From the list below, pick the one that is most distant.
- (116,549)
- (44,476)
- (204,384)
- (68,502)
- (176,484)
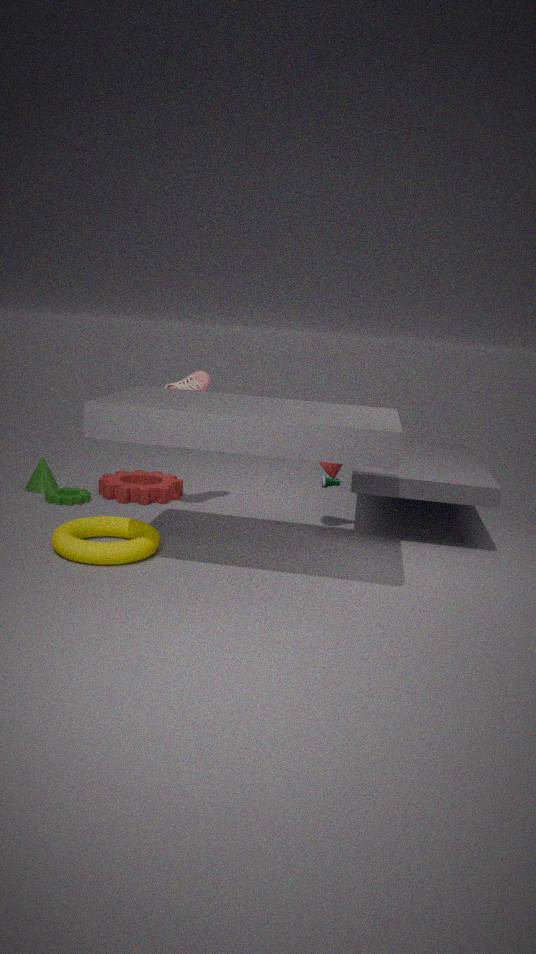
(176,484)
